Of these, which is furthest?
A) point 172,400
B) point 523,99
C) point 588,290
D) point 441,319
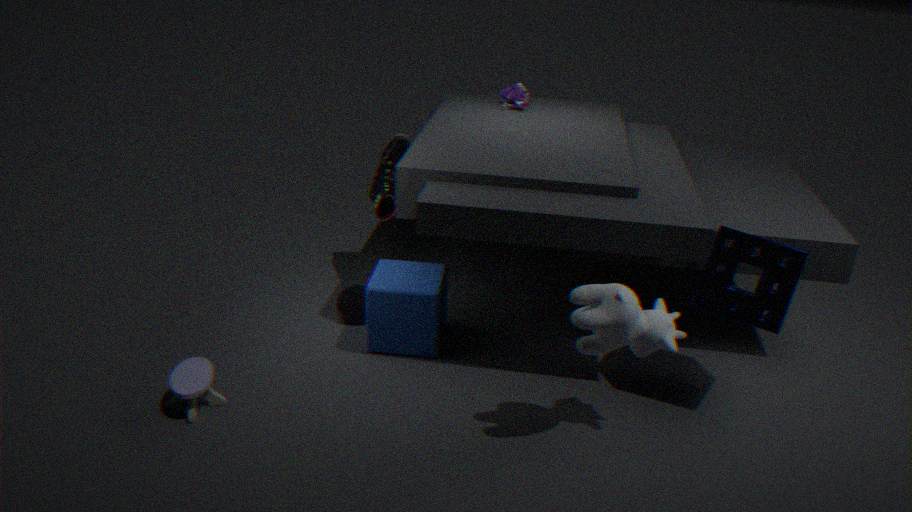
point 523,99
